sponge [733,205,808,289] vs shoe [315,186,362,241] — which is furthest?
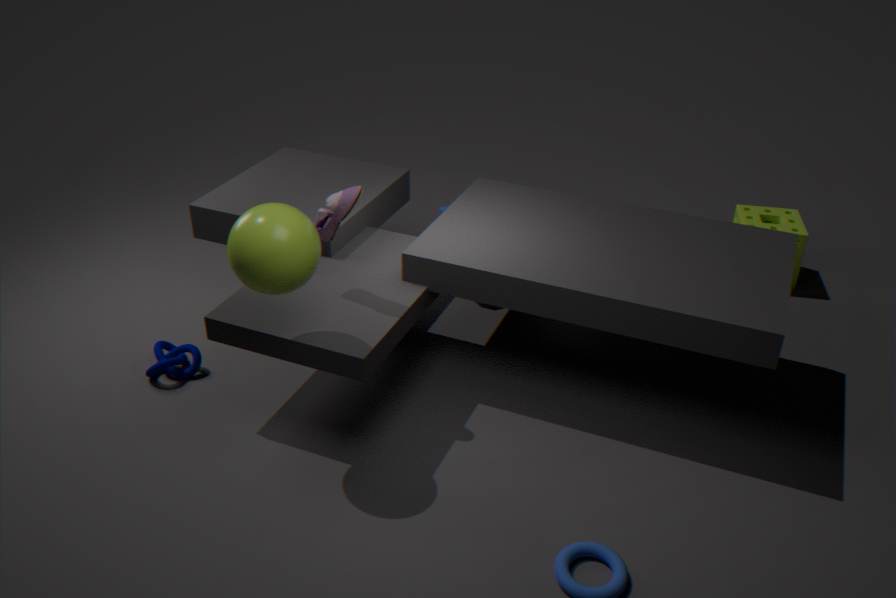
sponge [733,205,808,289]
